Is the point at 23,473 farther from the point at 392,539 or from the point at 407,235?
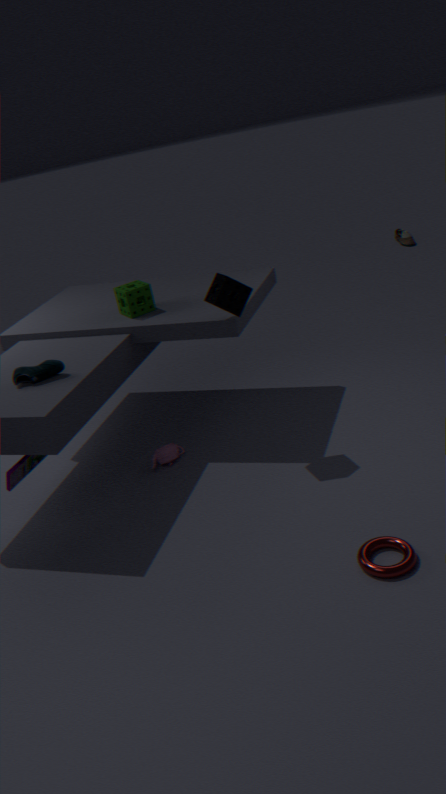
the point at 407,235
